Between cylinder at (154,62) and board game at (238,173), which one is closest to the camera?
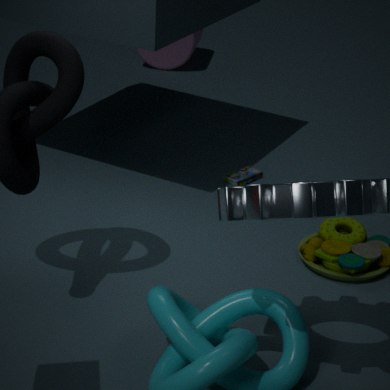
board game at (238,173)
